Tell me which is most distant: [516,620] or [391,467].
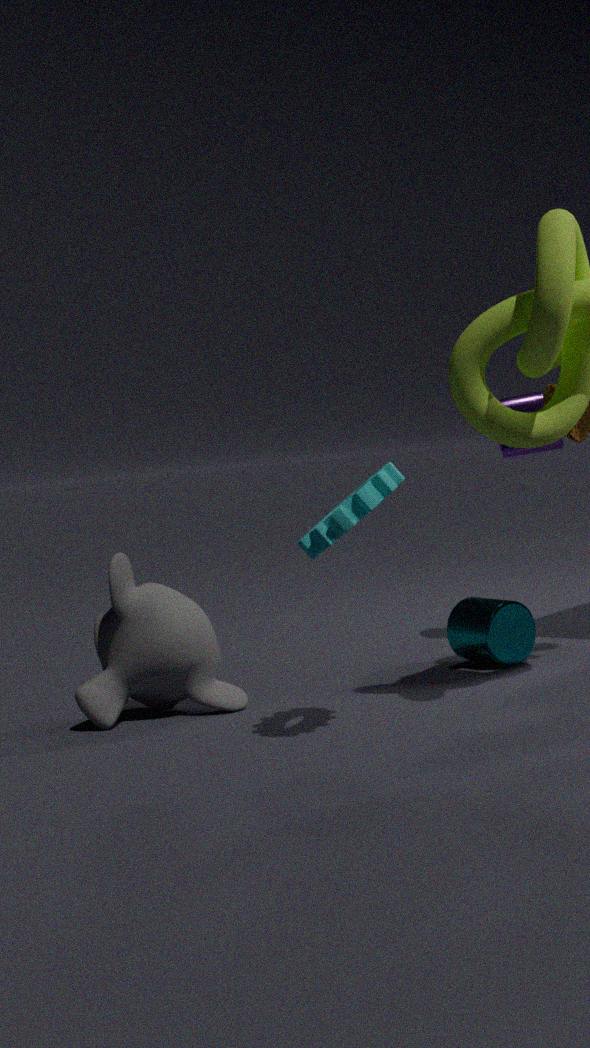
[516,620]
